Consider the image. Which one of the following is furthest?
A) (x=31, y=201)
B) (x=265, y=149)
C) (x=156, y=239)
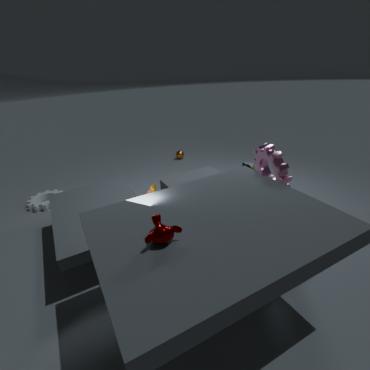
(x=31, y=201)
